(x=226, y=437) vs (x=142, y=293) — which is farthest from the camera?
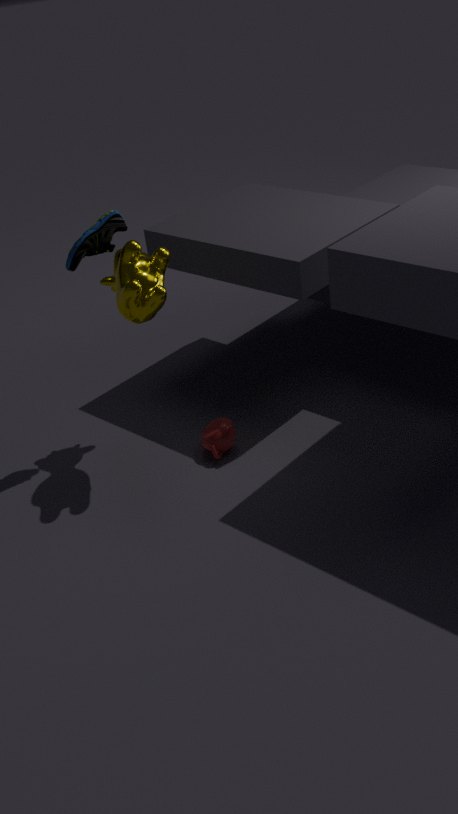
(x=226, y=437)
